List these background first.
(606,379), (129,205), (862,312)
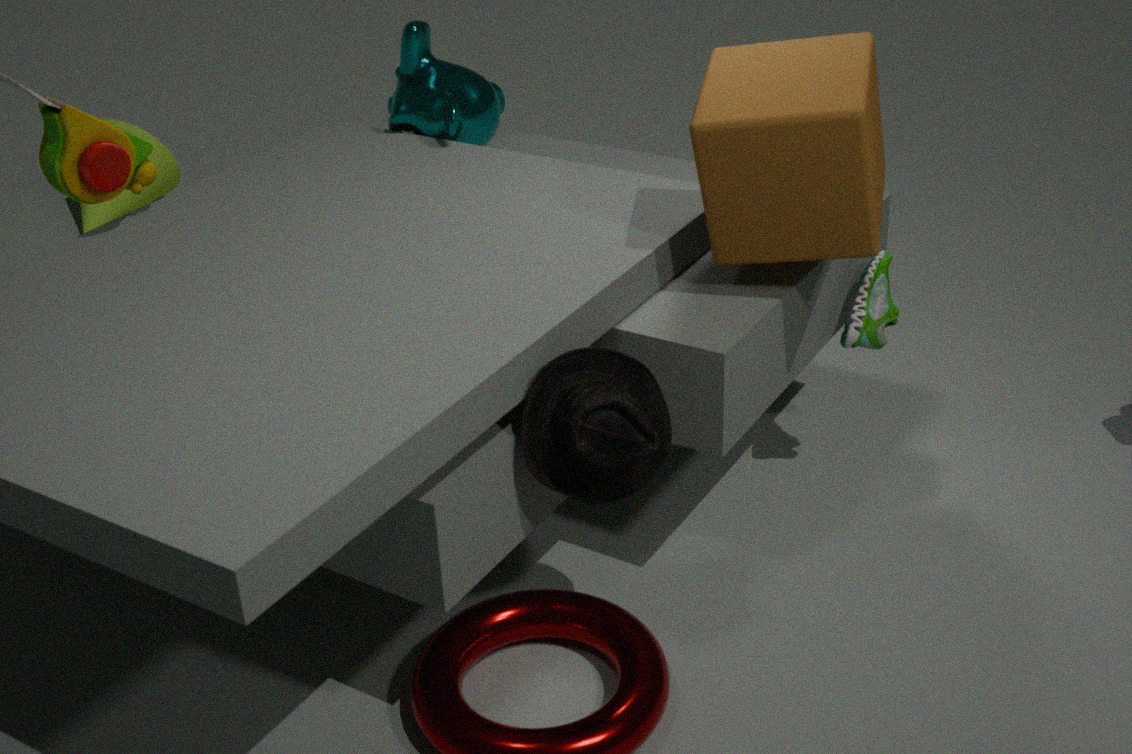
(129,205), (862,312), (606,379)
